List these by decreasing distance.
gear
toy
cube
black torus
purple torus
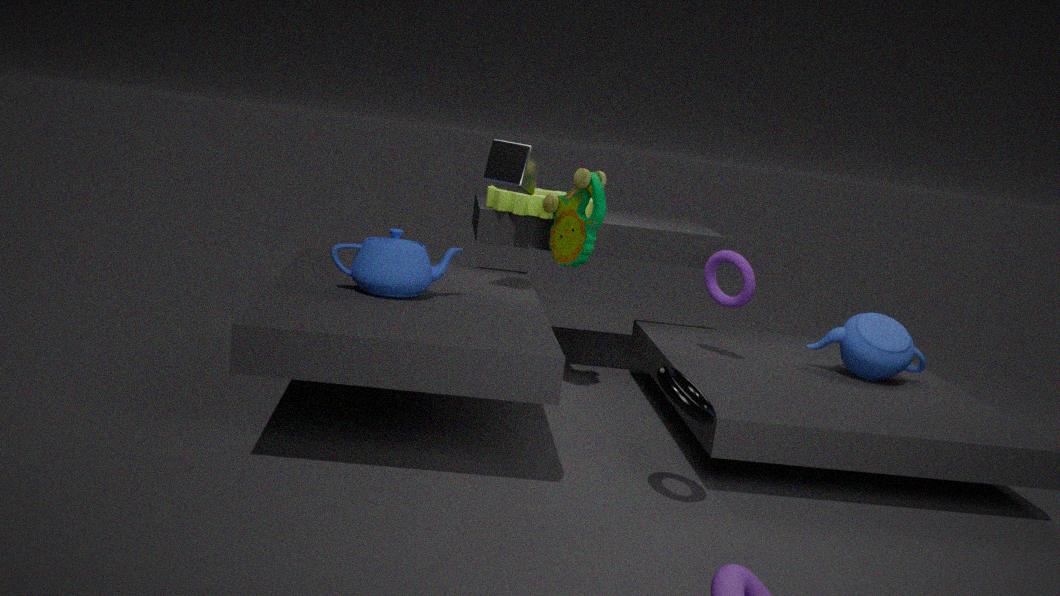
1. gear
2. toy
3. purple torus
4. cube
5. black torus
